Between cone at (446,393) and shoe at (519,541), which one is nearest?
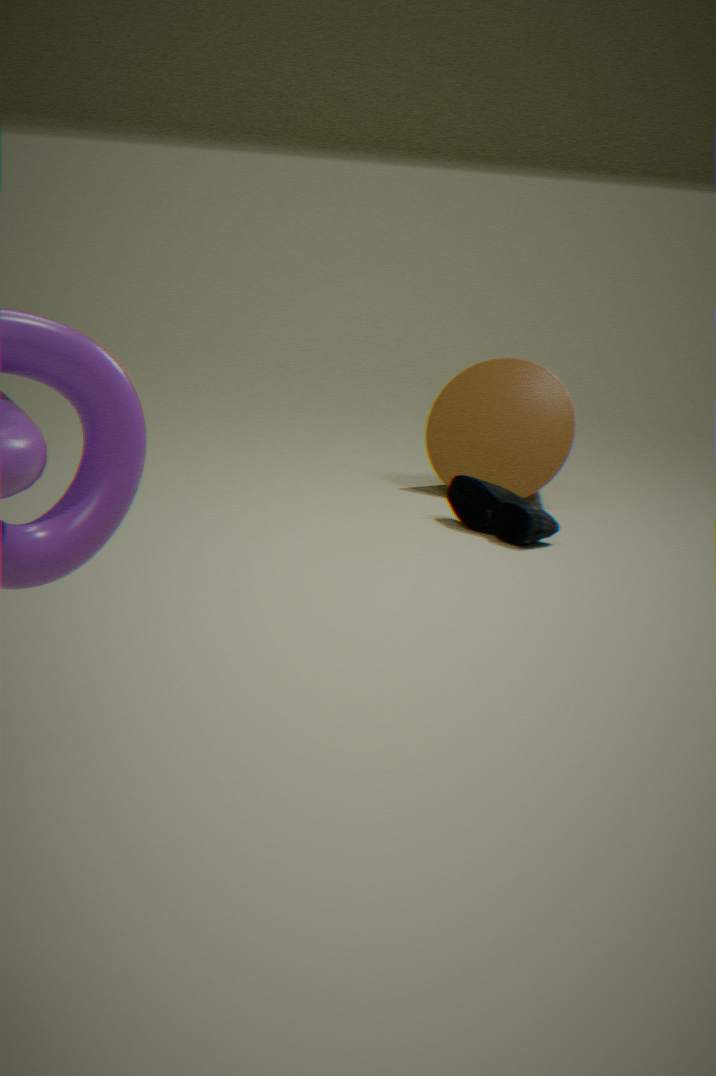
shoe at (519,541)
